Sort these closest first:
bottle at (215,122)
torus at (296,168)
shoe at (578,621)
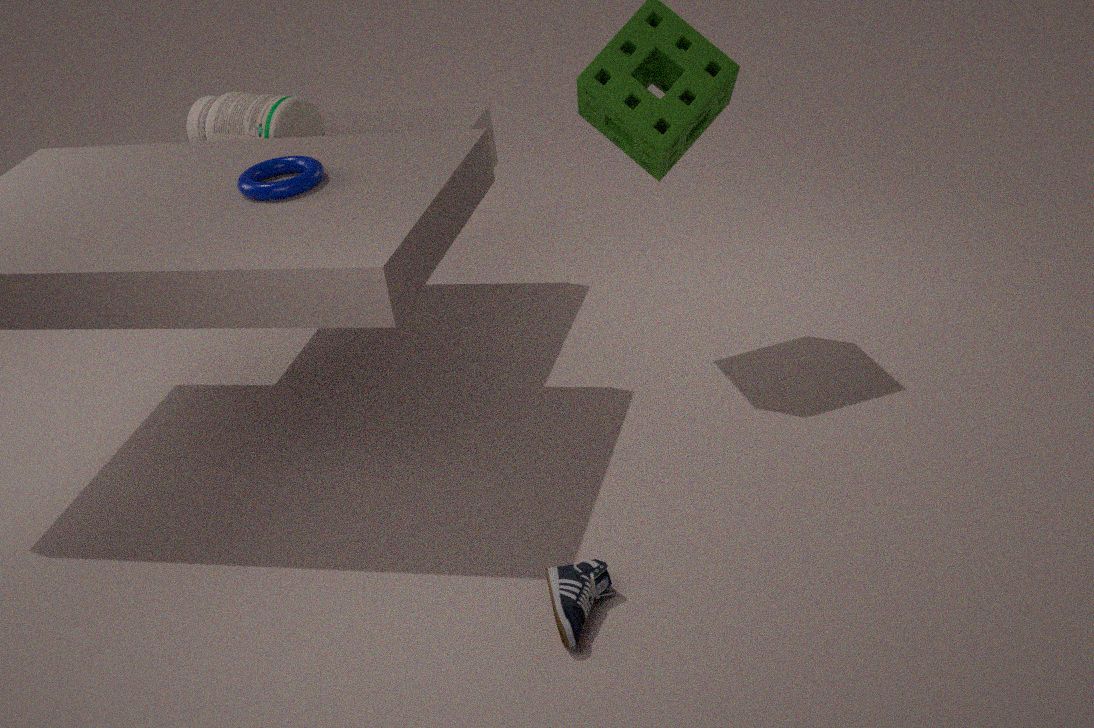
shoe at (578,621) → torus at (296,168) → bottle at (215,122)
